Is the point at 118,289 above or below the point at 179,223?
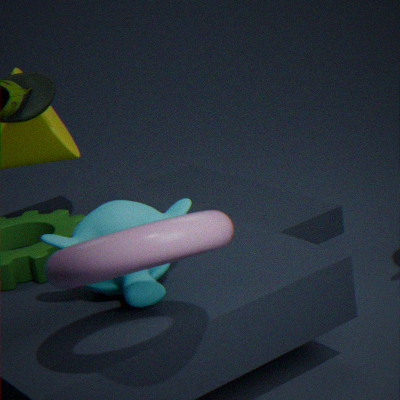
below
